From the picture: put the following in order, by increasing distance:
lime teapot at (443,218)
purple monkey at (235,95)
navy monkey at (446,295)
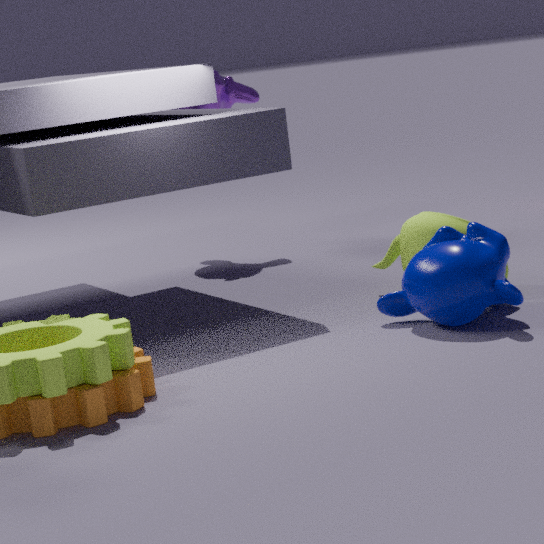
navy monkey at (446,295) < lime teapot at (443,218) < purple monkey at (235,95)
